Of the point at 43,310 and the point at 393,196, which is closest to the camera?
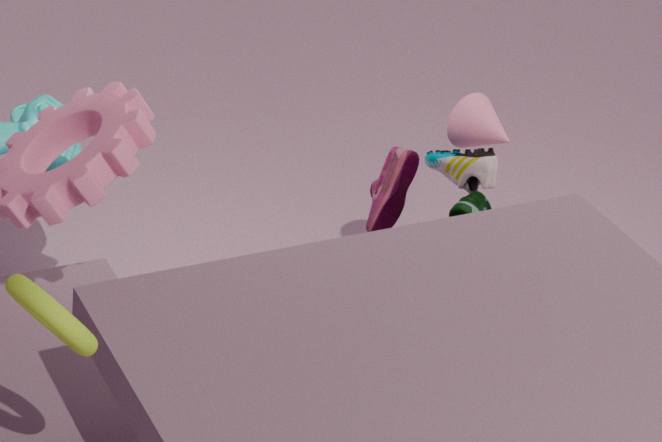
the point at 43,310
